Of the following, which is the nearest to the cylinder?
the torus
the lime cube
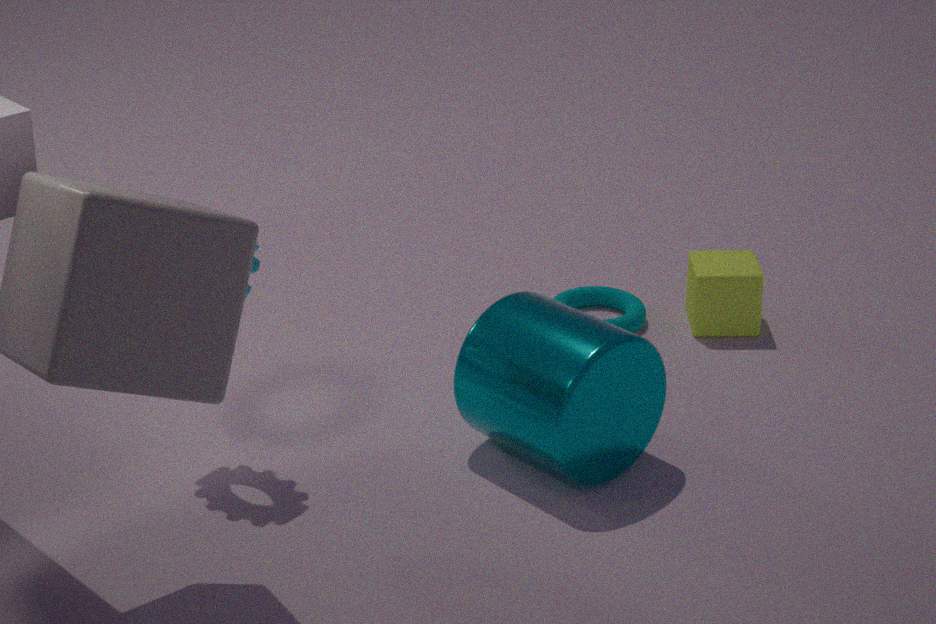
the torus
